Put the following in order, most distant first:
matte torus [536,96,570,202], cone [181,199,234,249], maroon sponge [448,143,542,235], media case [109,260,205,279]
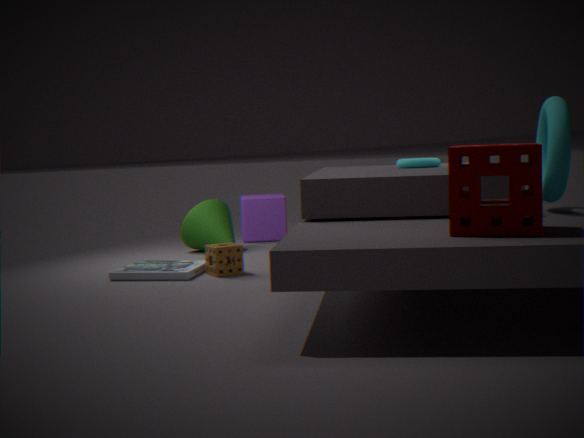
1. cone [181,199,234,249]
2. media case [109,260,205,279]
3. matte torus [536,96,570,202]
4. maroon sponge [448,143,542,235]
